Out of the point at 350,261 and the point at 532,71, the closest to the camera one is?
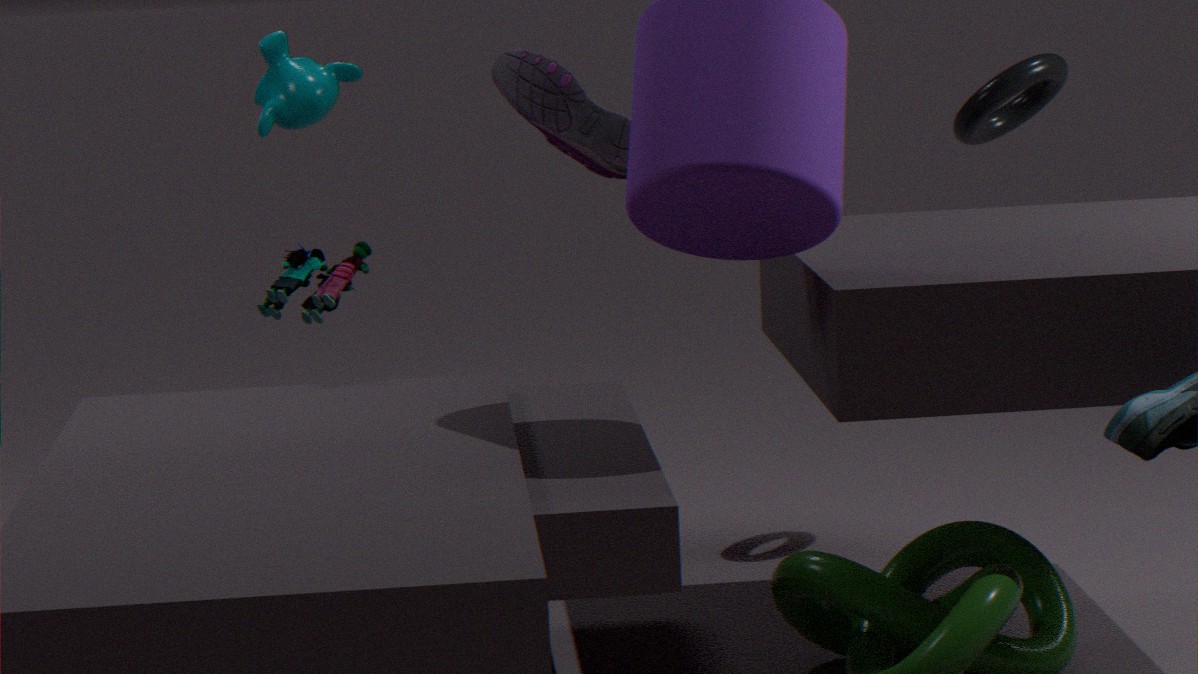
the point at 350,261
